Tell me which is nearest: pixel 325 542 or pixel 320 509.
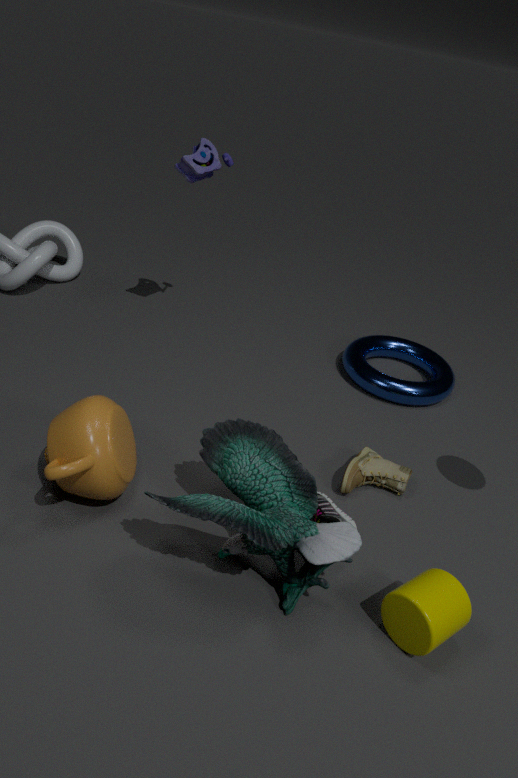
pixel 325 542
